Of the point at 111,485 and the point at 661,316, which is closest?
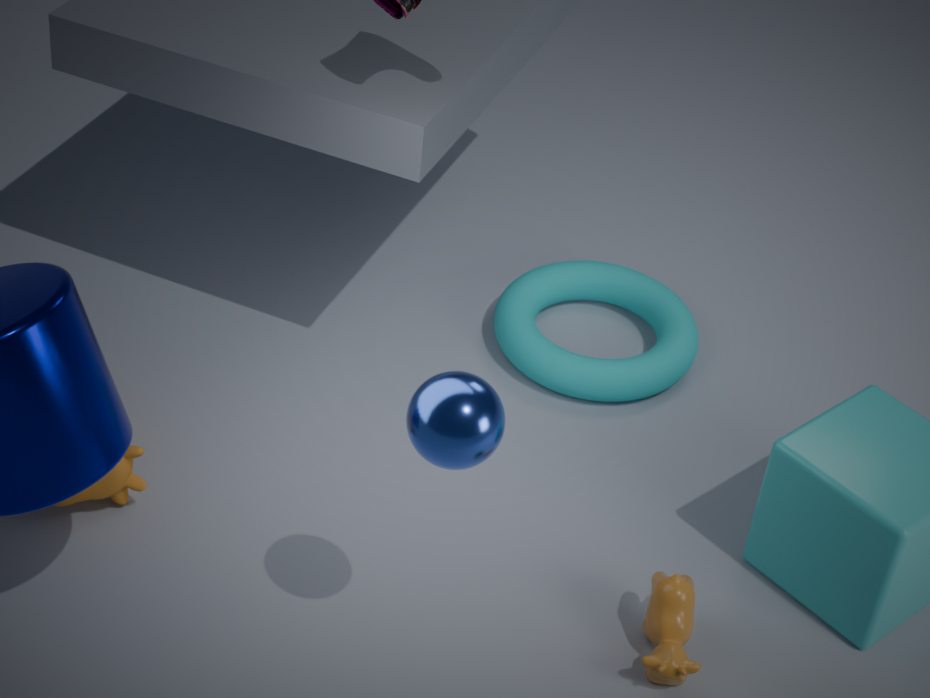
the point at 111,485
